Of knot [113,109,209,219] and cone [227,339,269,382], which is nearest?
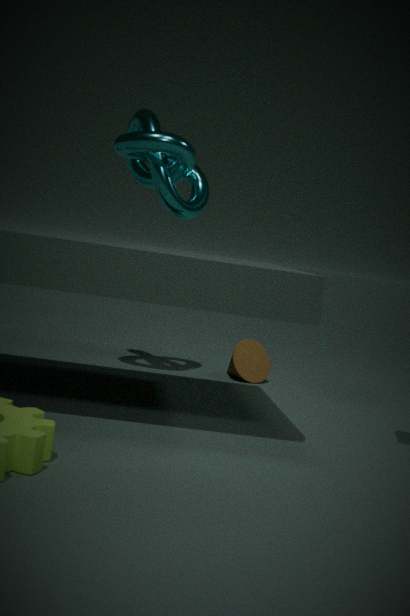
knot [113,109,209,219]
